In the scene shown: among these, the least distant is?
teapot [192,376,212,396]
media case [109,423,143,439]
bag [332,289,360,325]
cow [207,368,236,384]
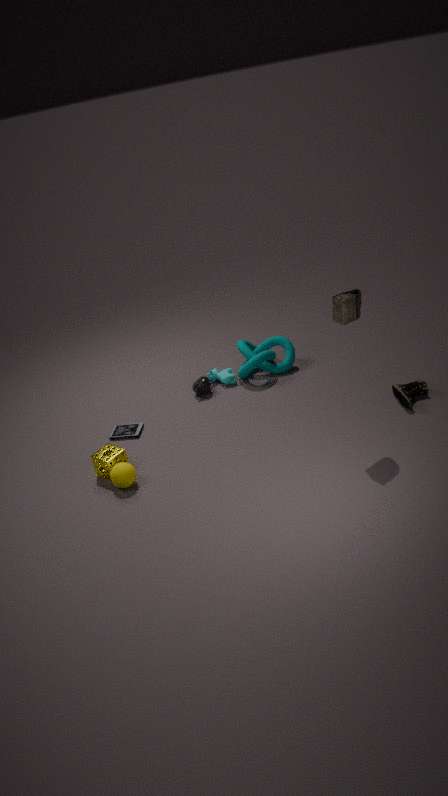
bag [332,289,360,325]
